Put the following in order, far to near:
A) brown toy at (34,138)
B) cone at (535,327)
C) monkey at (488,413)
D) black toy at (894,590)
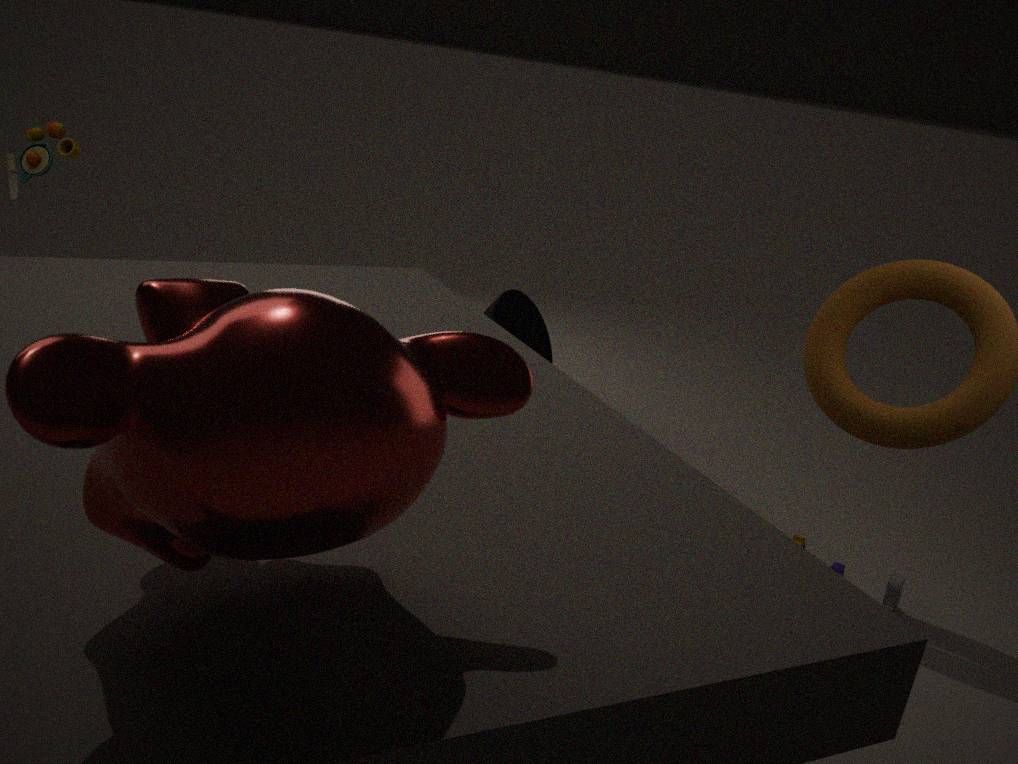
1. cone at (535,327)
2. black toy at (894,590)
3. brown toy at (34,138)
4. monkey at (488,413)
